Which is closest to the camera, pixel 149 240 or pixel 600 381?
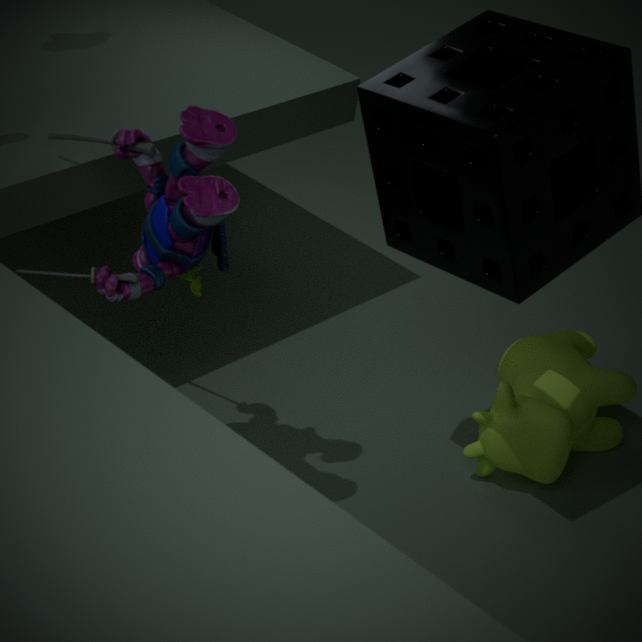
pixel 149 240
